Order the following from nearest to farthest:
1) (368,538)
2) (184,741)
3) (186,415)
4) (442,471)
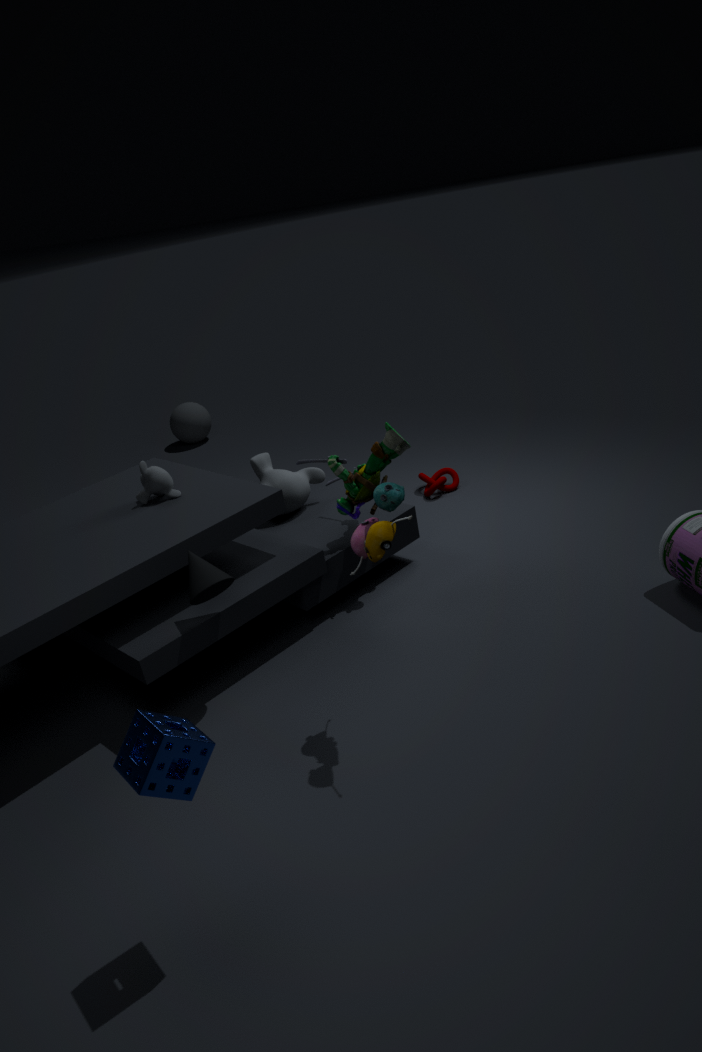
2. (184,741) → 1. (368,538) → 4. (442,471) → 3. (186,415)
